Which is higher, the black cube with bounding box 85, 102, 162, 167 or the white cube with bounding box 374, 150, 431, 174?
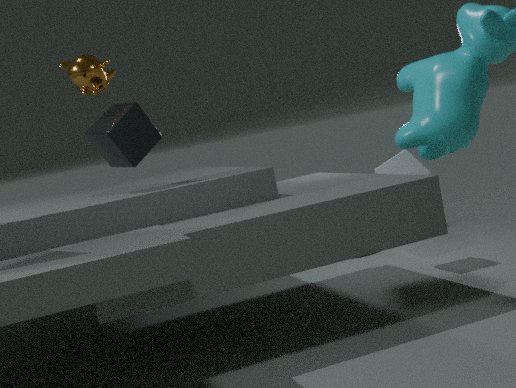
the black cube with bounding box 85, 102, 162, 167
